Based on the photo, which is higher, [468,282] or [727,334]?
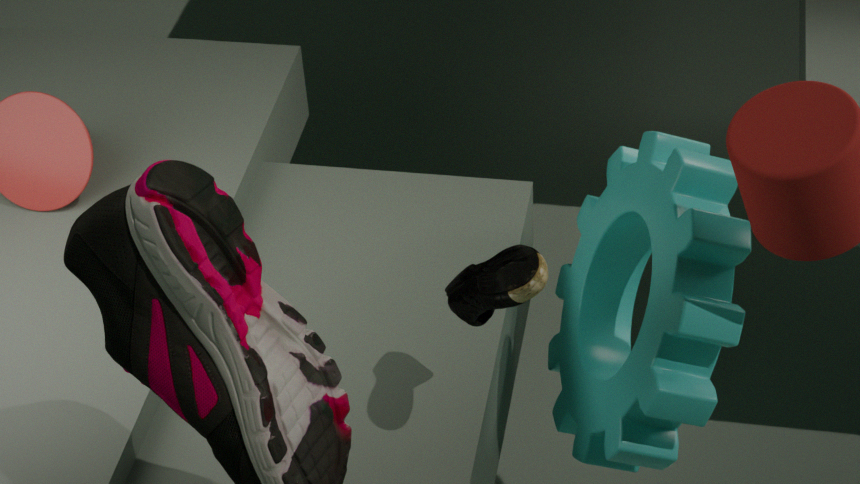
[468,282]
